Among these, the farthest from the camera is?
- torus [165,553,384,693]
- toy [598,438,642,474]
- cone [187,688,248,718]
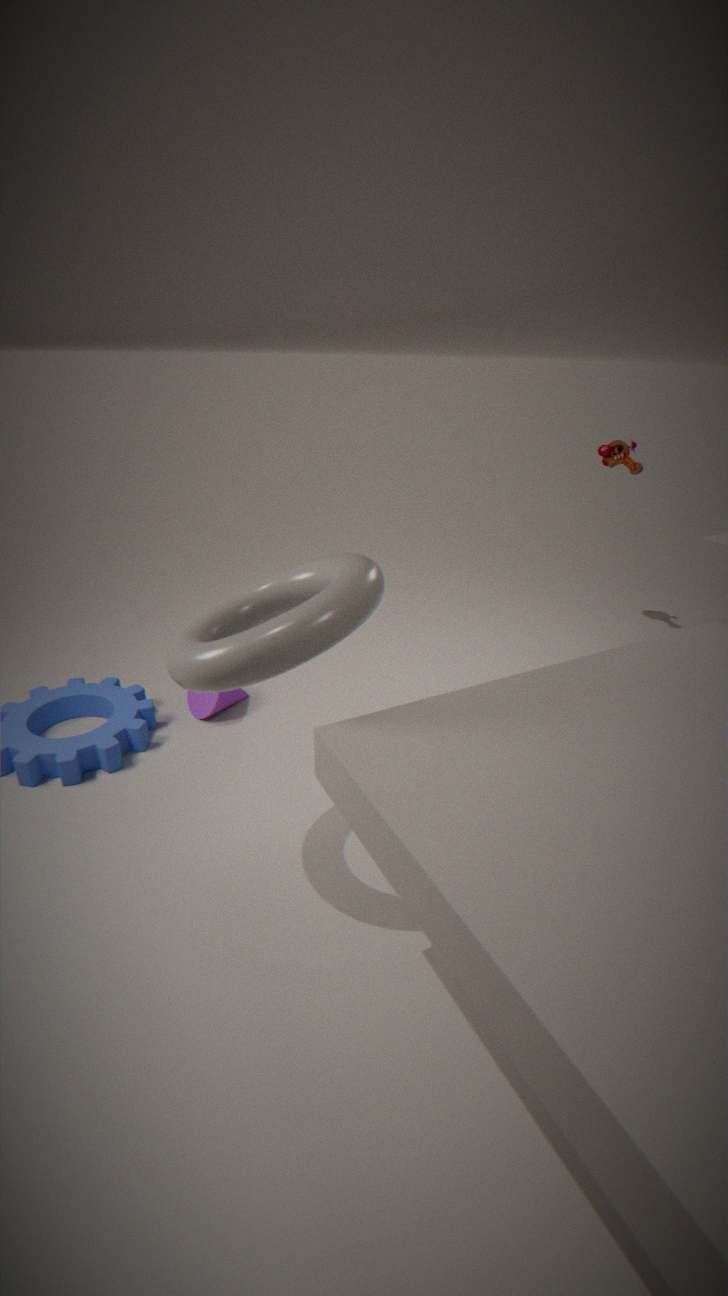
toy [598,438,642,474]
